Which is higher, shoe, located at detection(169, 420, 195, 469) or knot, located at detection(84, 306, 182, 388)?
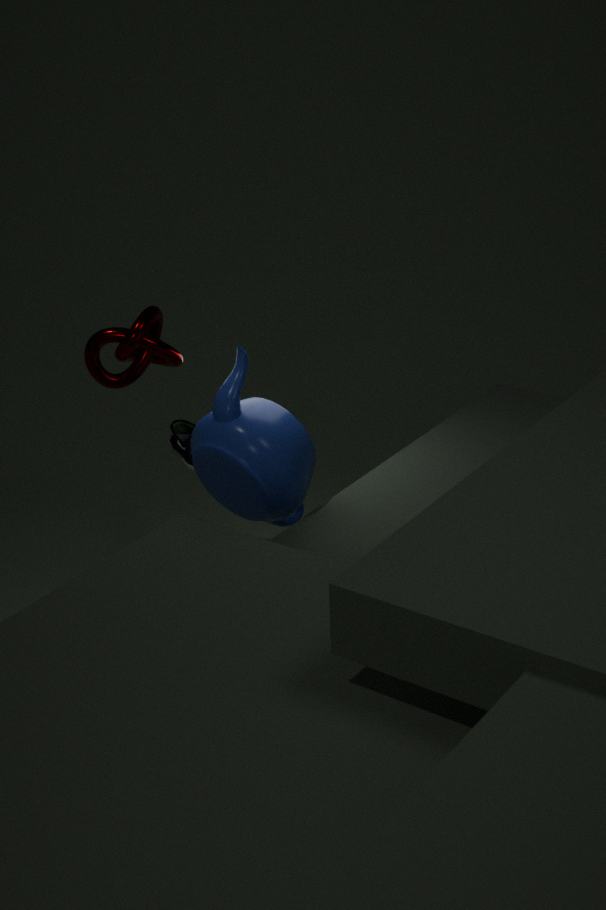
knot, located at detection(84, 306, 182, 388)
